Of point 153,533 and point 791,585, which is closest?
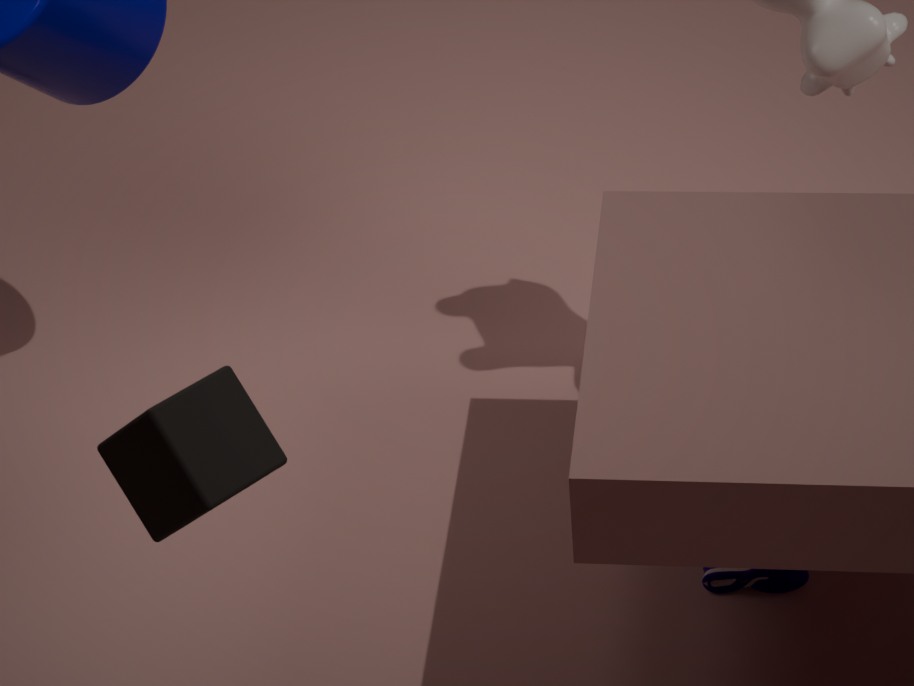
point 153,533
